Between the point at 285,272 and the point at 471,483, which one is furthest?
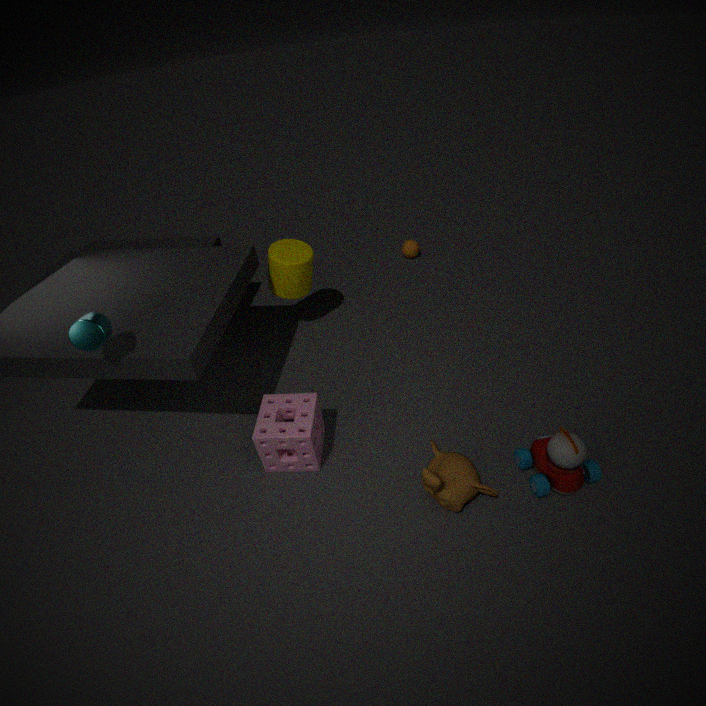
the point at 285,272
